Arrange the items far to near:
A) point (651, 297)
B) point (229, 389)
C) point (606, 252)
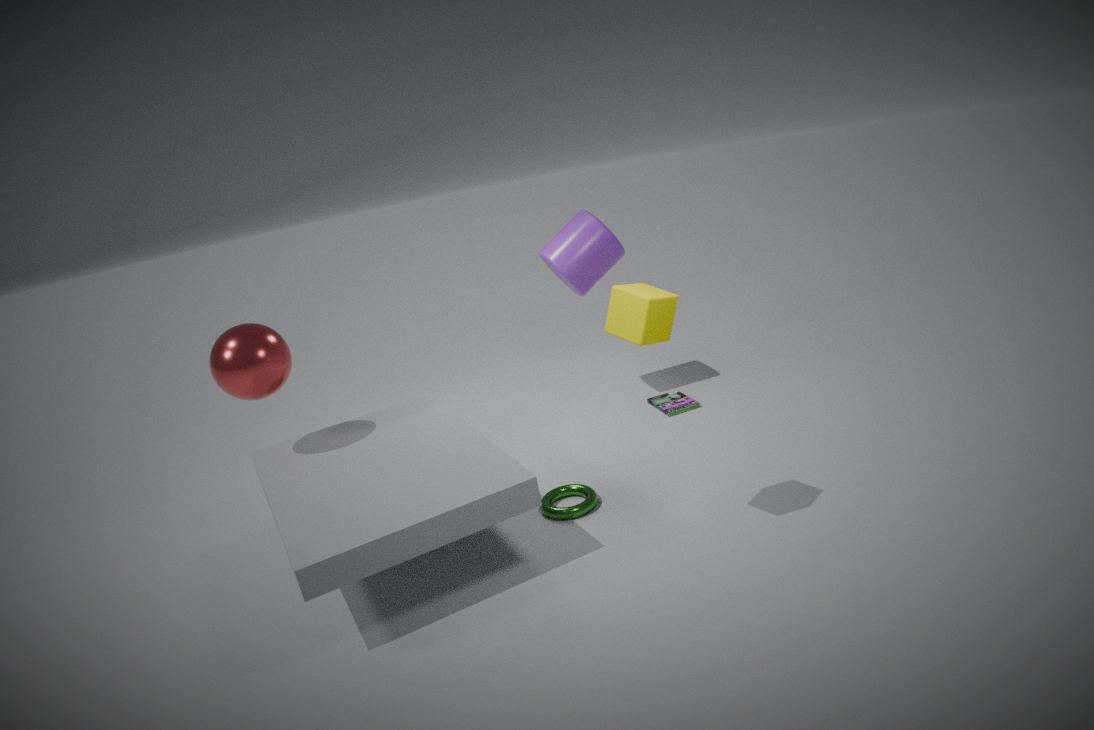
point (606, 252) → point (229, 389) → point (651, 297)
